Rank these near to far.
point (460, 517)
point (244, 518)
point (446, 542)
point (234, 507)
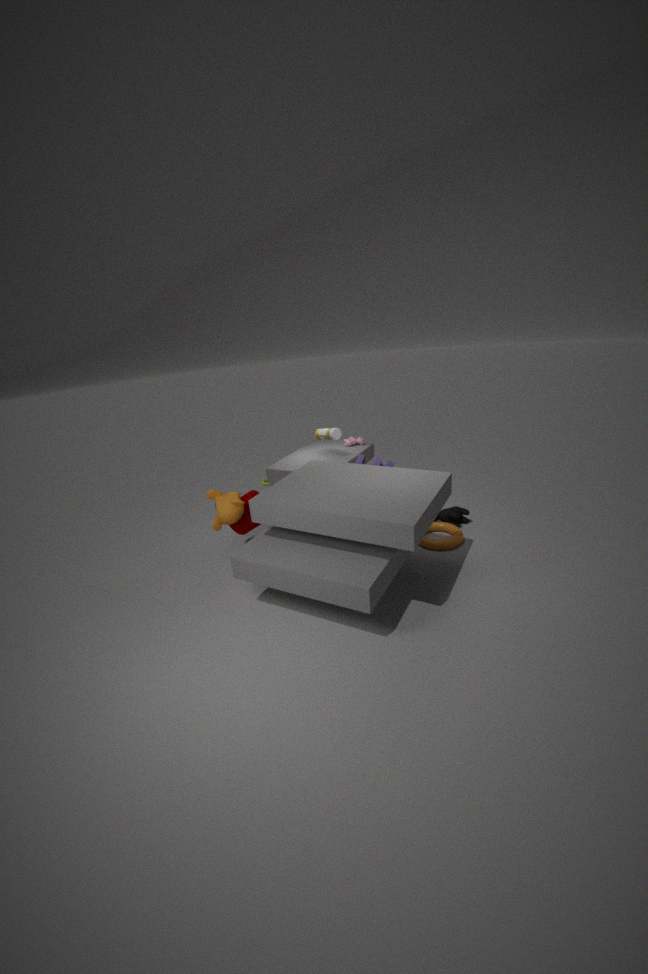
point (234, 507) → point (244, 518) → point (446, 542) → point (460, 517)
